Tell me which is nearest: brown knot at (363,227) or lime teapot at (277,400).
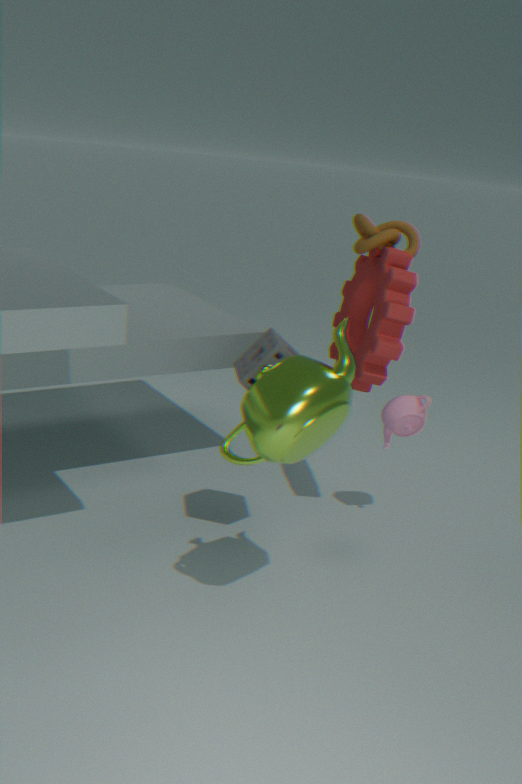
lime teapot at (277,400)
